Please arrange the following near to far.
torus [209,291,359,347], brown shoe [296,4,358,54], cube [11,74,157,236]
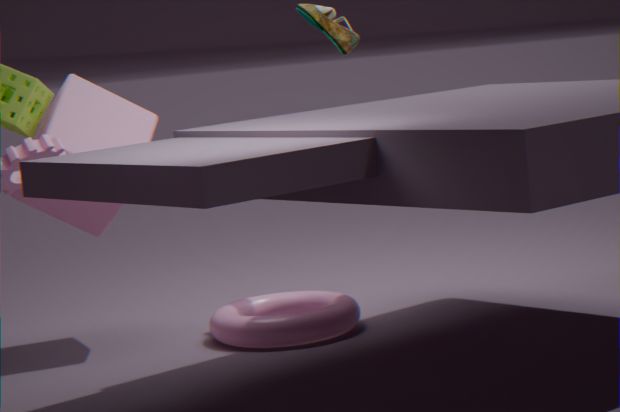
1. torus [209,291,359,347]
2. cube [11,74,157,236]
3. brown shoe [296,4,358,54]
